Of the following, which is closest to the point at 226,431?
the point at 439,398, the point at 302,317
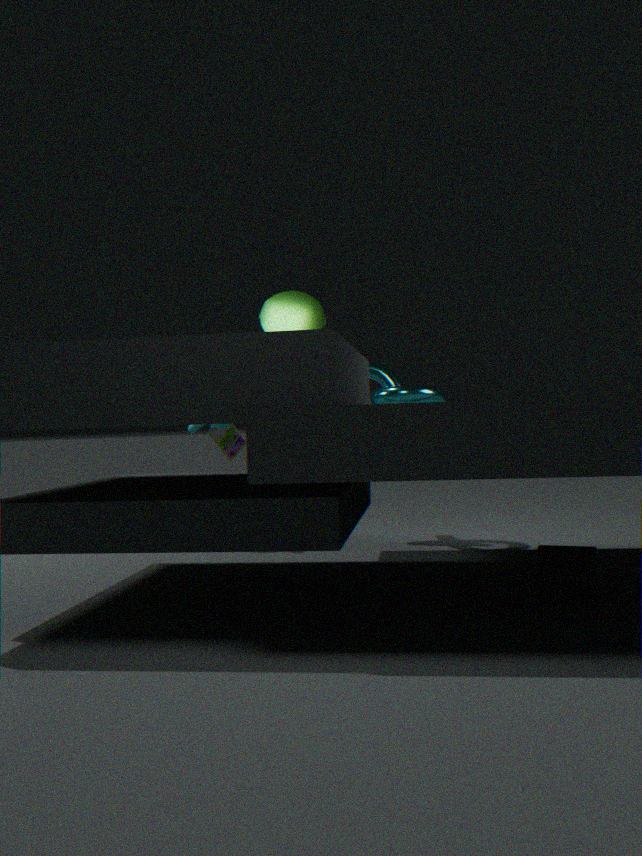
the point at 439,398
